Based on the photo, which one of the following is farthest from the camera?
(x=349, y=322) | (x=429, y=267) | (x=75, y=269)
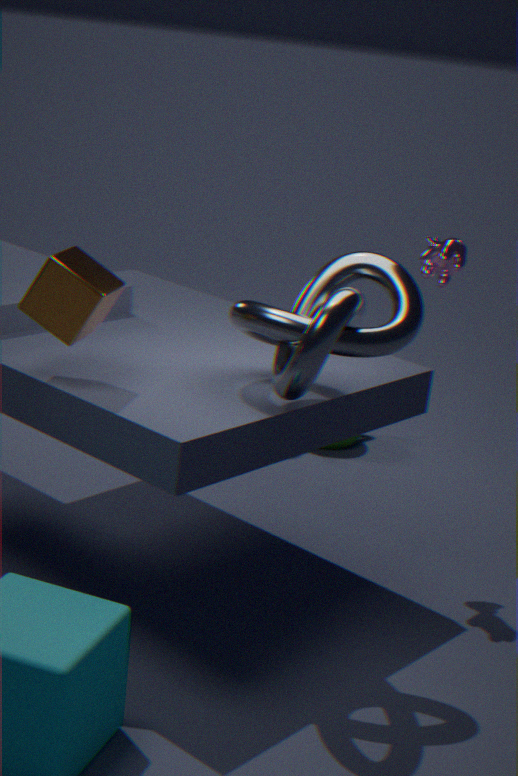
(x=429, y=267)
